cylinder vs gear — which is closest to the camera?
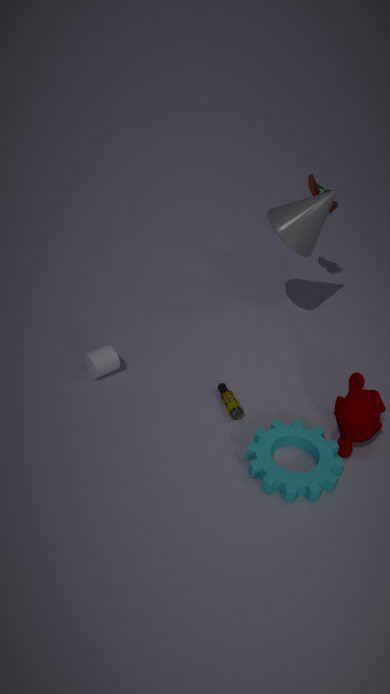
gear
